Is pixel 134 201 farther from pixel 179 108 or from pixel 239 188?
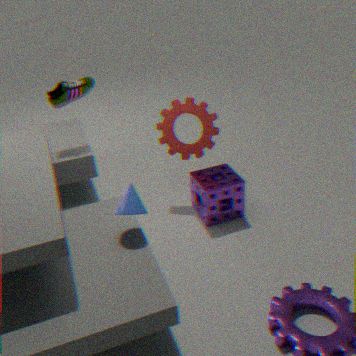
pixel 179 108
